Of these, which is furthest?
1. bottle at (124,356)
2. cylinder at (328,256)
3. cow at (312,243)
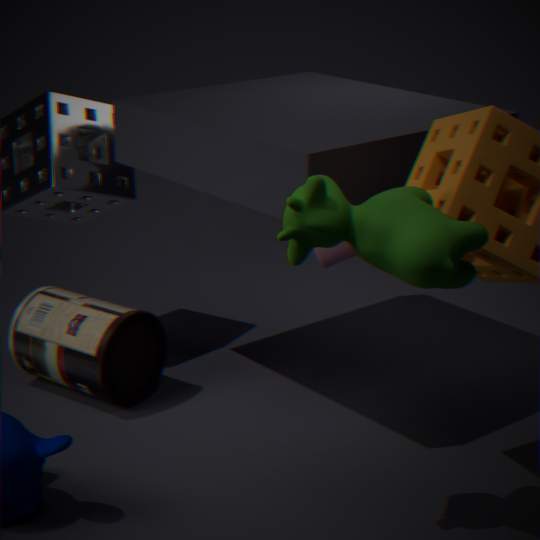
cylinder at (328,256)
